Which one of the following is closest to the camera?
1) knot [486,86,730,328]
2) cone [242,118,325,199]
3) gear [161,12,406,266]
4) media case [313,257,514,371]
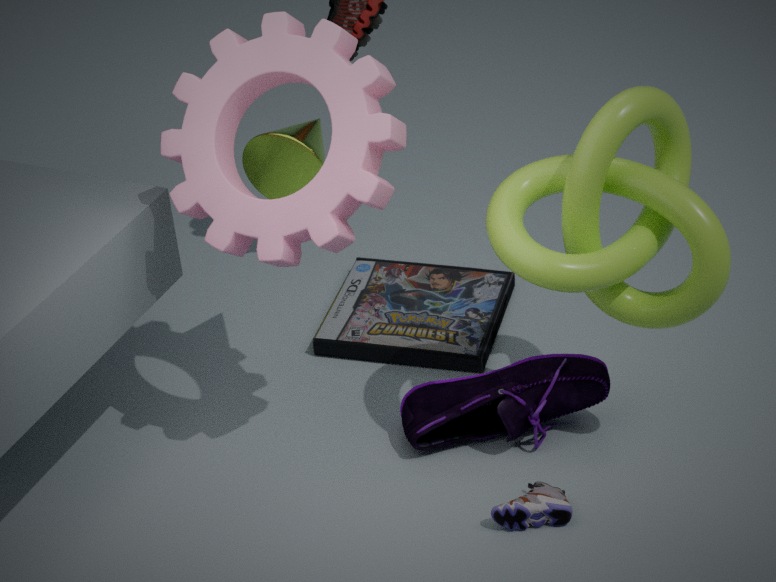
3. gear [161,12,406,266]
